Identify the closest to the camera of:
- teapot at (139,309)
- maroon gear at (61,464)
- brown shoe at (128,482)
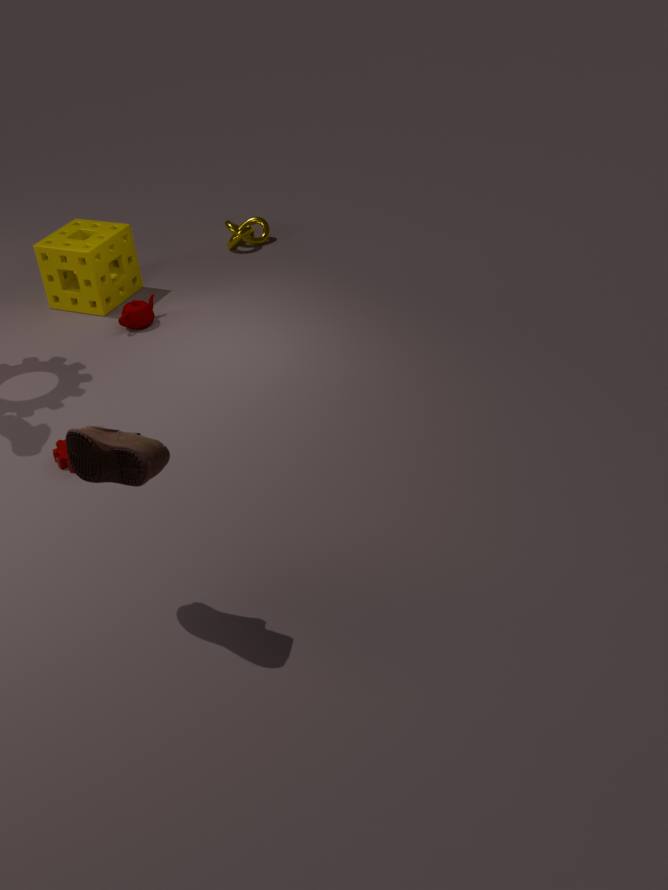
brown shoe at (128,482)
